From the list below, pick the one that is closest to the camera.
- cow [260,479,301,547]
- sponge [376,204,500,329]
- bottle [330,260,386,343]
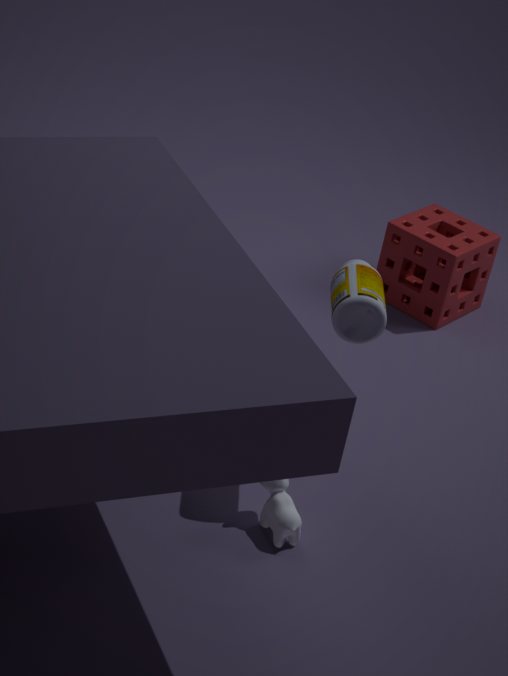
bottle [330,260,386,343]
